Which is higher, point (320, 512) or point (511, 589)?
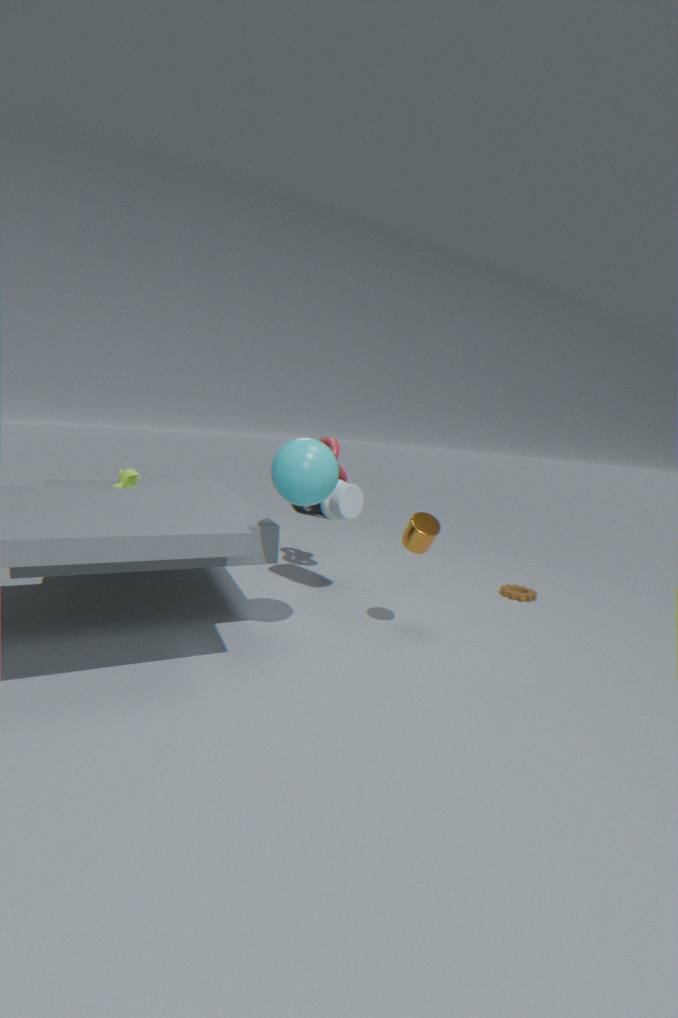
point (320, 512)
